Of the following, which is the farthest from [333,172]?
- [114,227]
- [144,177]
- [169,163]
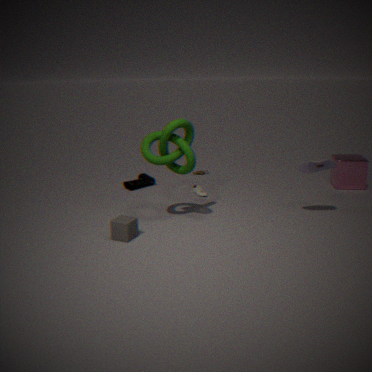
[114,227]
